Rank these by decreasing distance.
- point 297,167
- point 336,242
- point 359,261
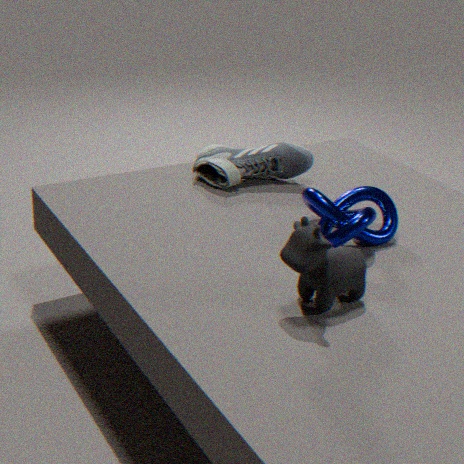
1. point 297,167
2. point 336,242
3. point 359,261
